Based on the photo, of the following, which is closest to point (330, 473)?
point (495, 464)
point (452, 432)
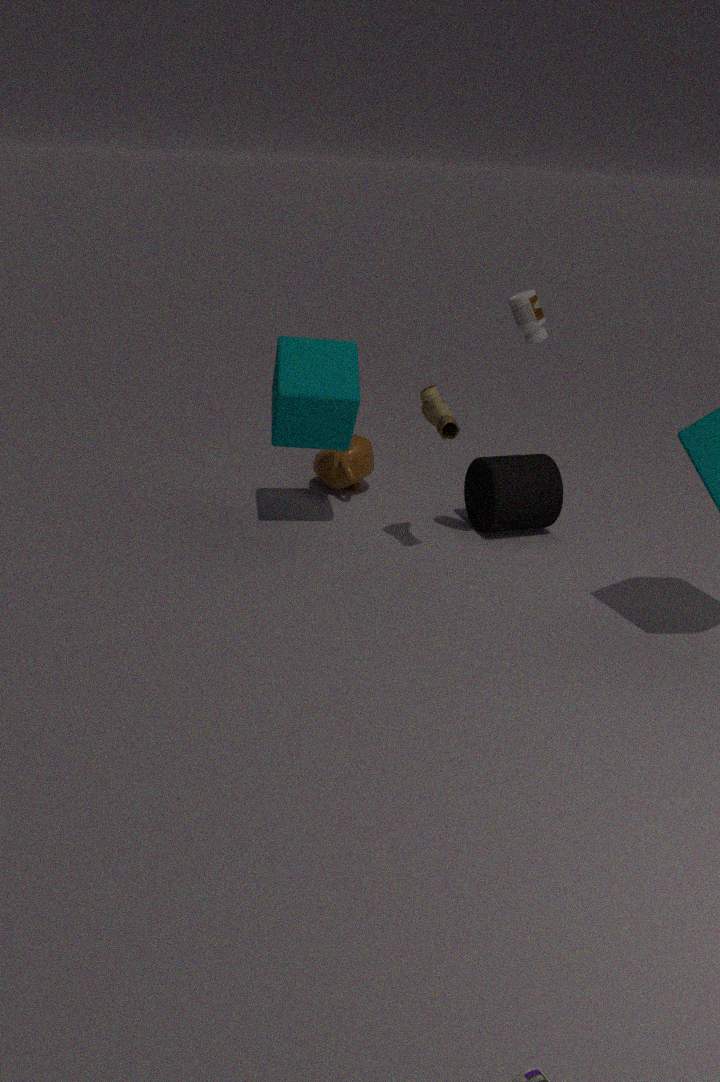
point (495, 464)
